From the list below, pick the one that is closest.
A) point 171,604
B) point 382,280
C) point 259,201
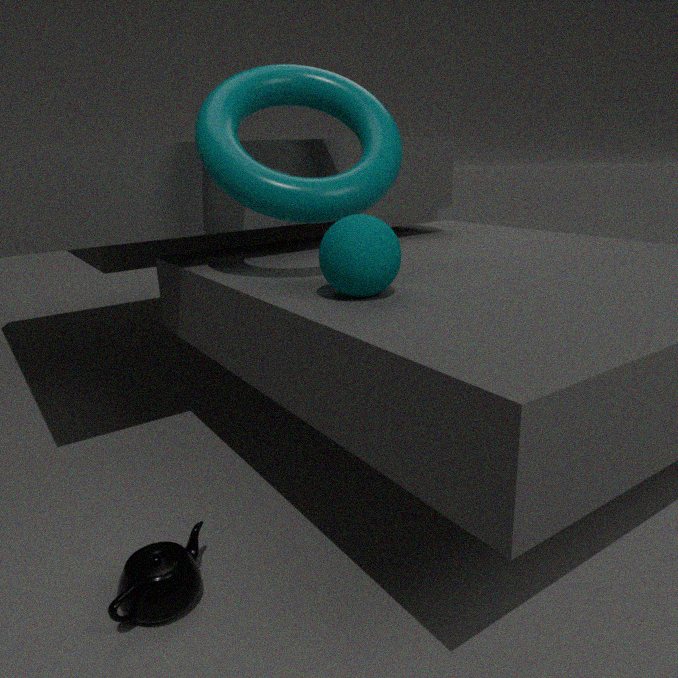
point 171,604
